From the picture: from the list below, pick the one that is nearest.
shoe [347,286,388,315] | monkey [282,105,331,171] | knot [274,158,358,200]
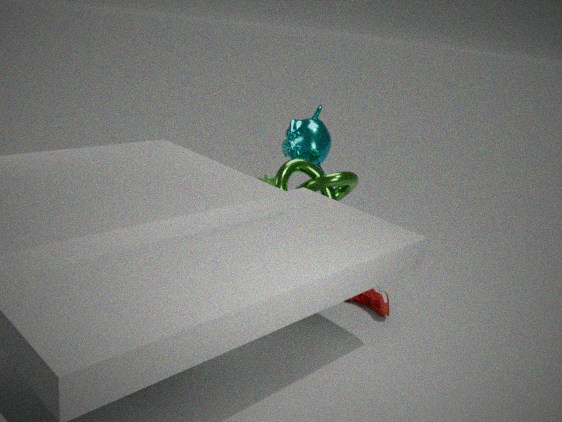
knot [274,158,358,200]
